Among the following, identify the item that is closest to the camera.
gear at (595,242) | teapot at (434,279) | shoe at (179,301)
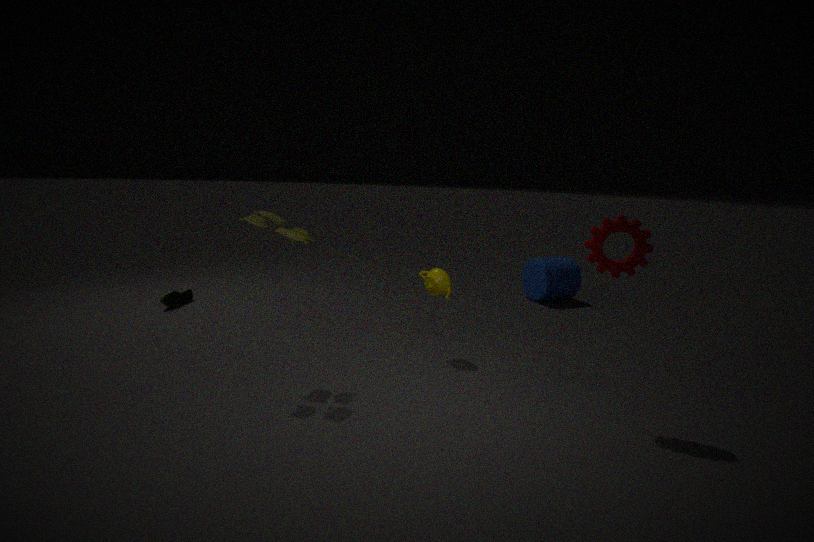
gear at (595,242)
